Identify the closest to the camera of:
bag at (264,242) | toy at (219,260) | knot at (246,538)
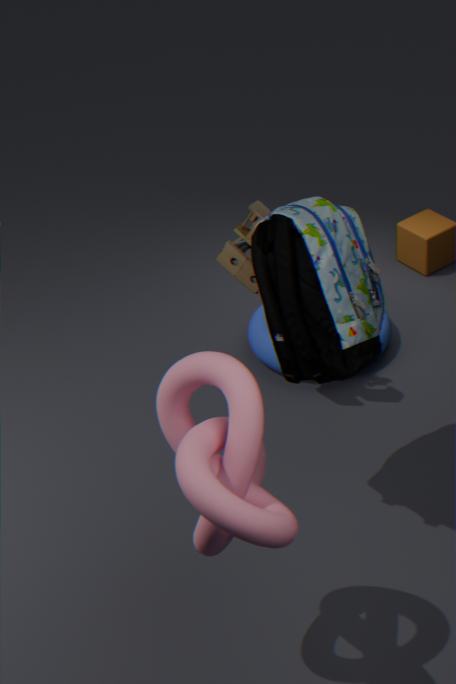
knot at (246,538)
